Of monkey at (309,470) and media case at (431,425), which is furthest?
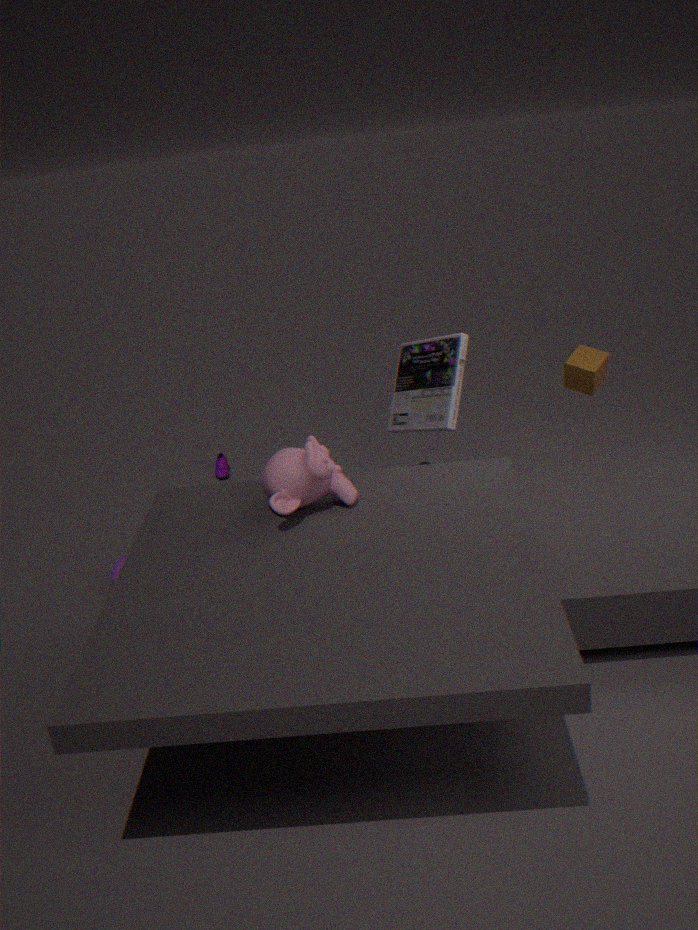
media case at (431,425)
